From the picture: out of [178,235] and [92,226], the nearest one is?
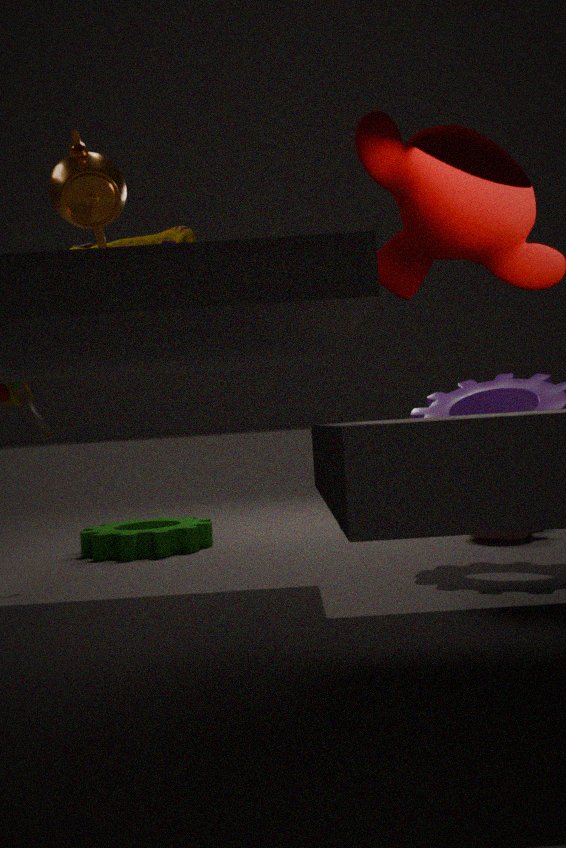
[92,226]
